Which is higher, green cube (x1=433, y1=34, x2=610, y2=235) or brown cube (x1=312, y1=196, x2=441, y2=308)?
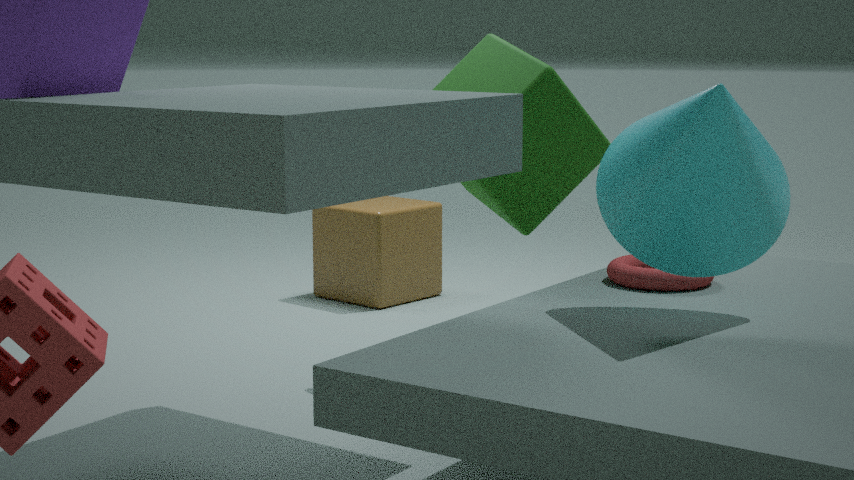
green cube (x1=433, y1=34, x2=610, y2=235)
